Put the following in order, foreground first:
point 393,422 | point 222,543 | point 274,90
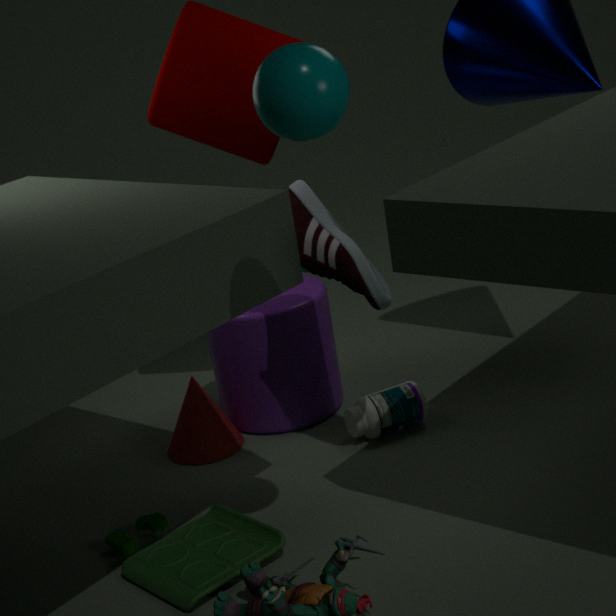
point 274,90 < point 222,543 < point 393,422
